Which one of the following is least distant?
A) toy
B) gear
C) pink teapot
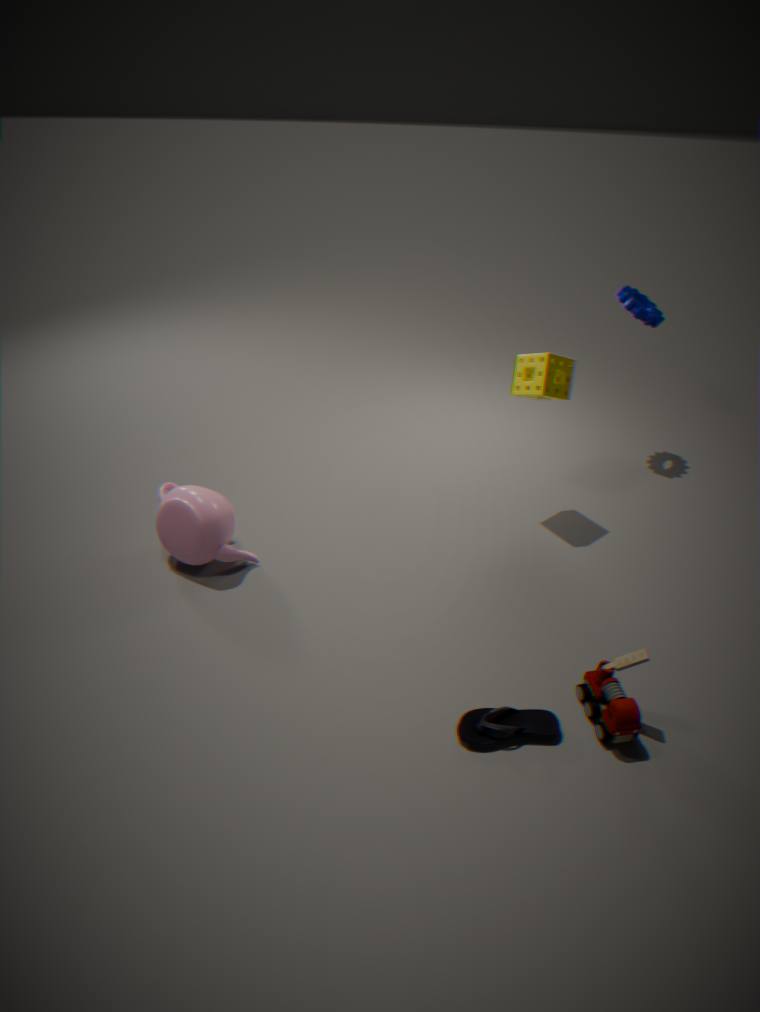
toy
